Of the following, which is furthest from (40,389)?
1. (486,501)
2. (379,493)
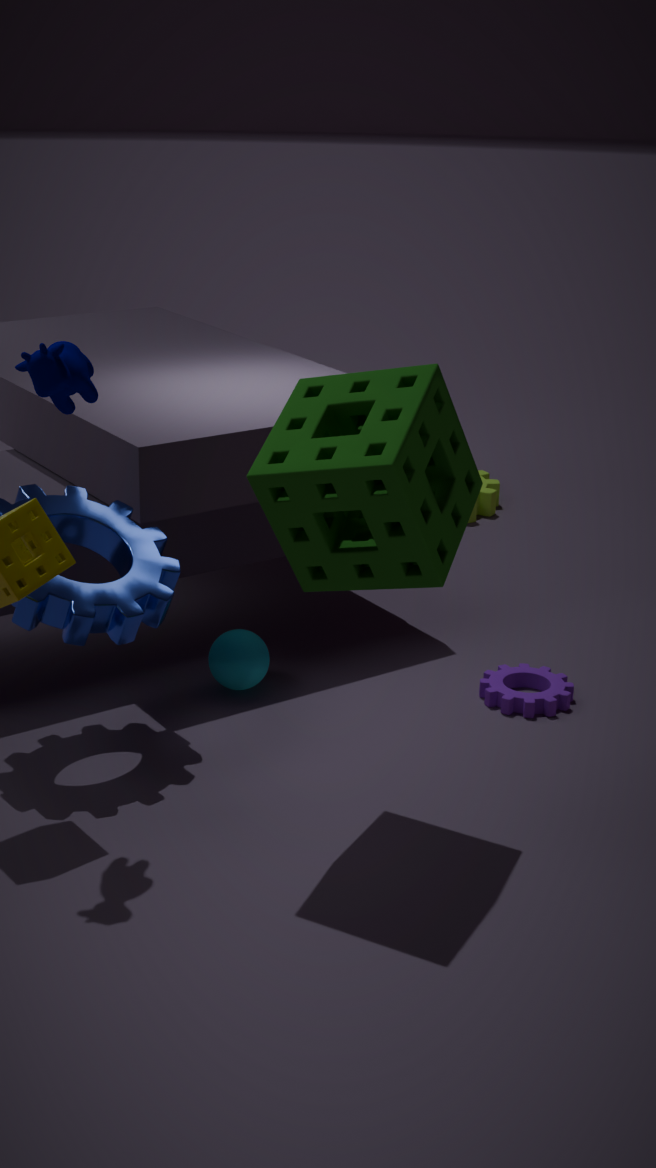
(486,501)
